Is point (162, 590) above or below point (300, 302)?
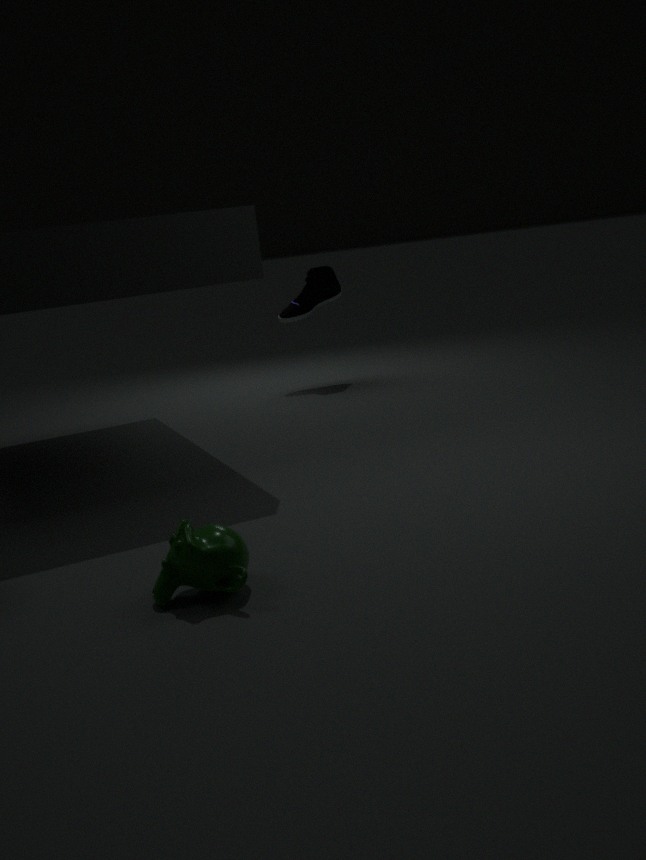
below
